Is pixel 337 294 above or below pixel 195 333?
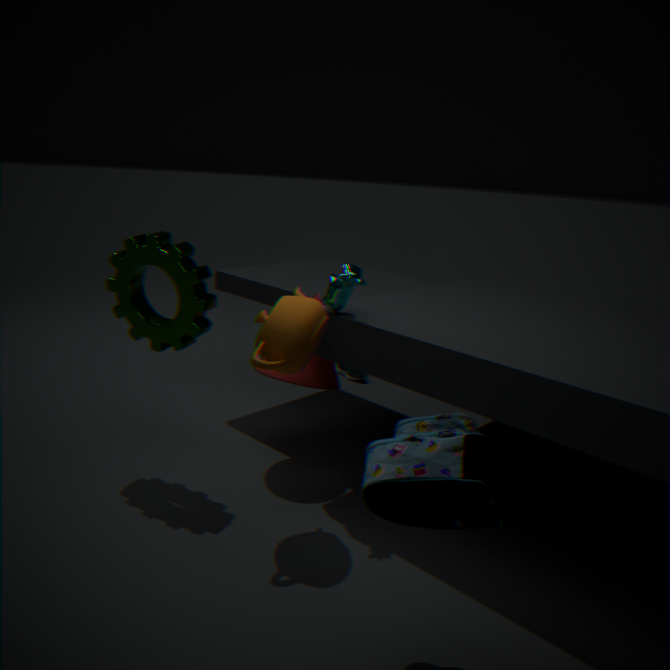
above
